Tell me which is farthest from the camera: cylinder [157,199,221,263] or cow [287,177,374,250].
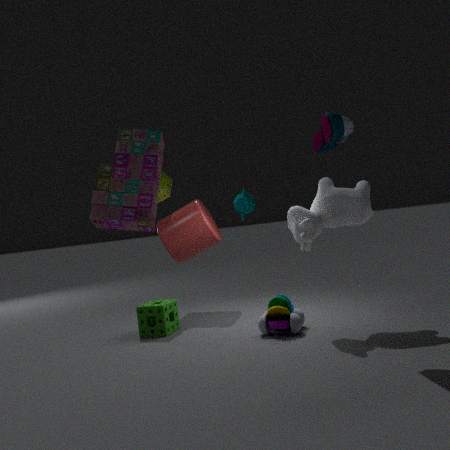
cylinder [157,199,221,263]
